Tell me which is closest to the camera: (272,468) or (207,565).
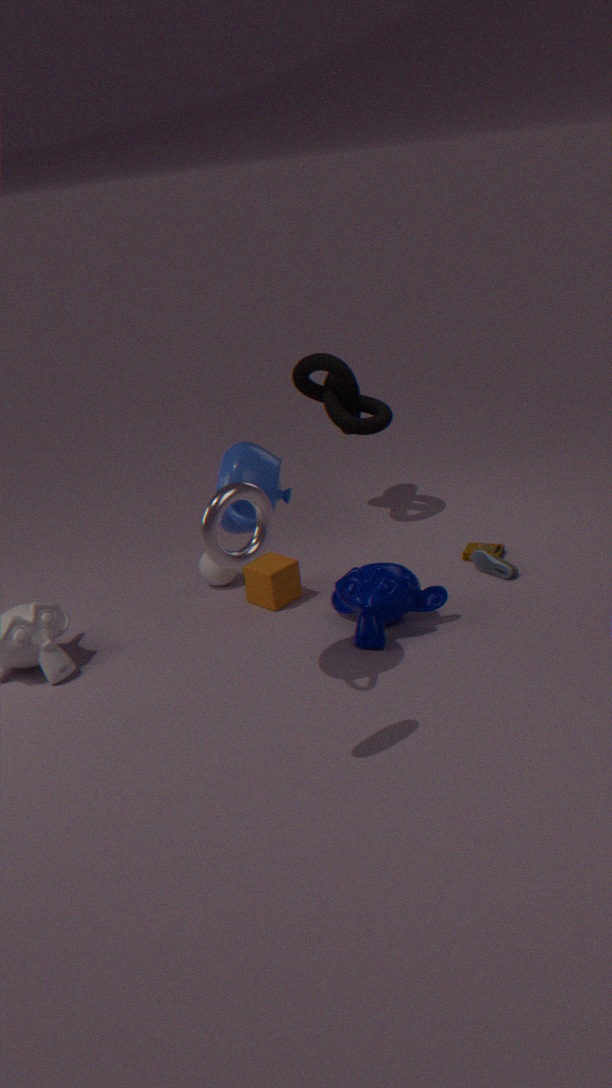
(272,468)
